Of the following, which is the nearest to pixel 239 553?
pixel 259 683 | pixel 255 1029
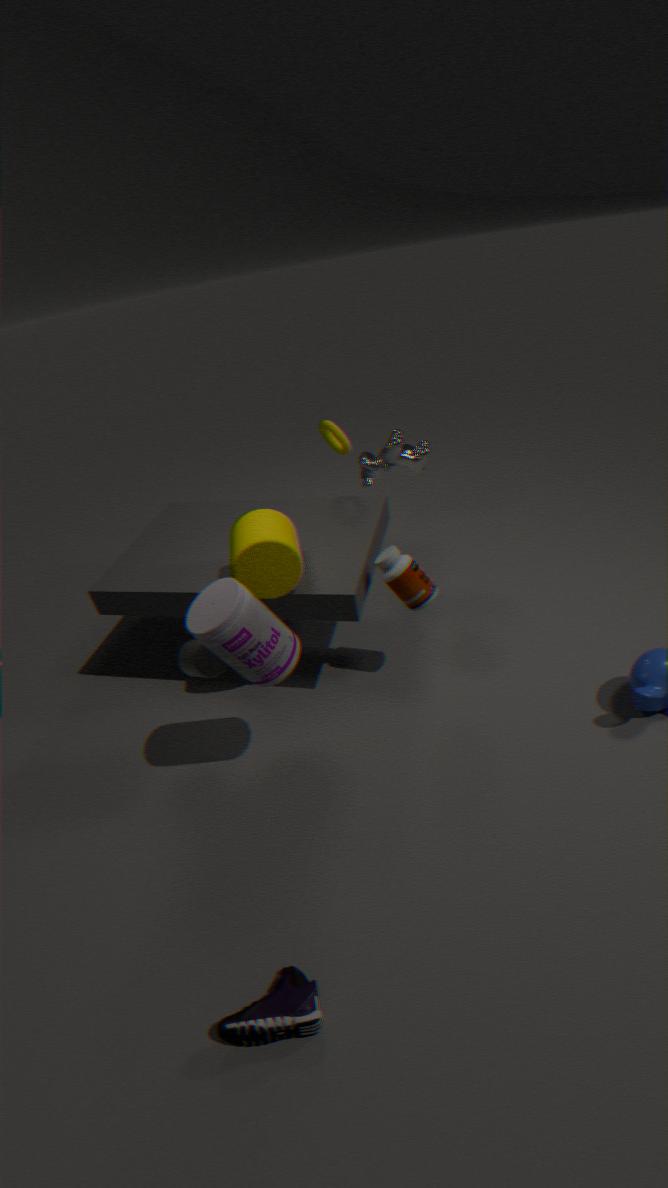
pixel 259 683
